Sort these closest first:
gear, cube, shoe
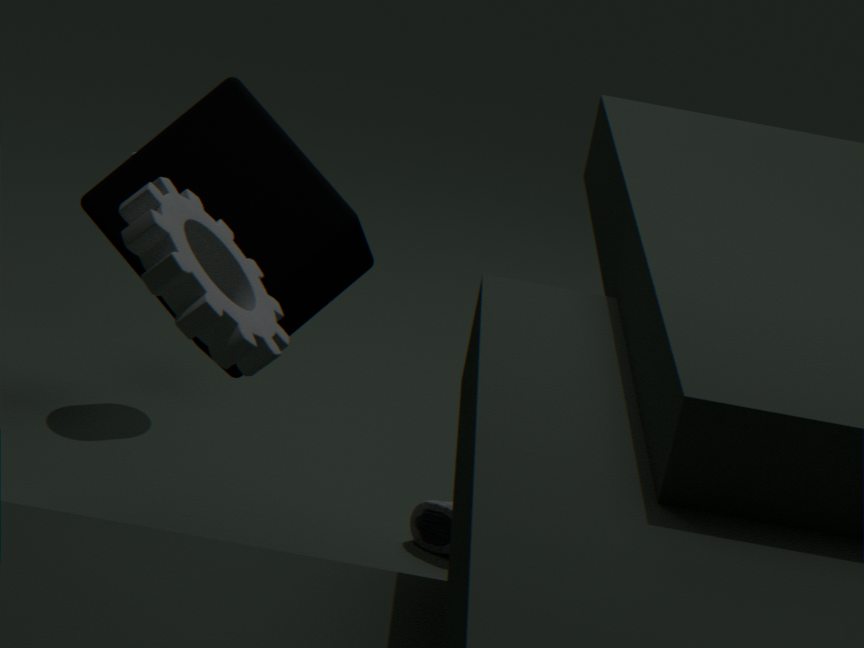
1. gear
2. cube
3. shoe
